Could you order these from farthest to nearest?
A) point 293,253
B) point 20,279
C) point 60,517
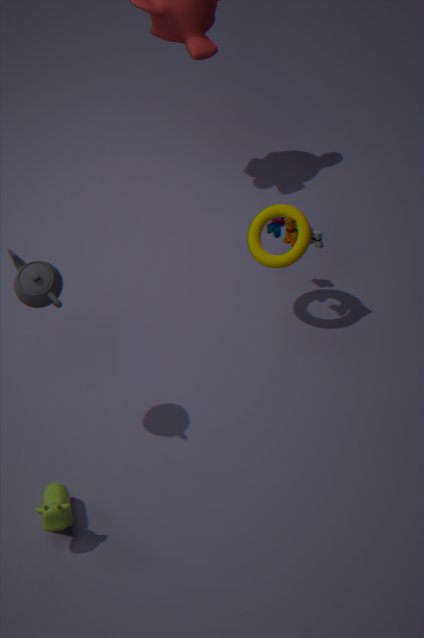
point 293,253 → point 60,517 → point 20,279
